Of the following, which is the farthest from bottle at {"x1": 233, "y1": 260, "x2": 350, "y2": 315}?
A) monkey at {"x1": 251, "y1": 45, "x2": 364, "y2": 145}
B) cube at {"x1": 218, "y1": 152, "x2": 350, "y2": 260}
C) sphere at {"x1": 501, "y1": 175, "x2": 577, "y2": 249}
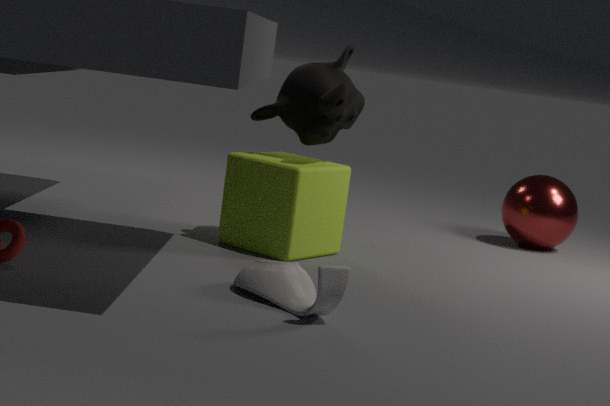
sphere at {"x1": 501, "y1": 175, "x2": 577, "y2": 249}
